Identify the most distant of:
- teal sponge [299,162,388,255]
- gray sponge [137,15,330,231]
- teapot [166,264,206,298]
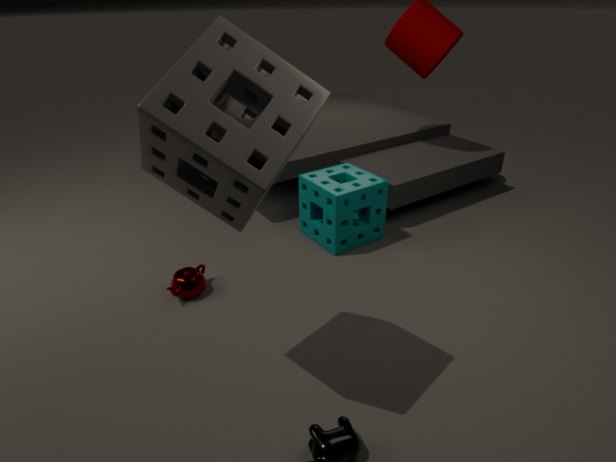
teal sponge [299,162,388,255]
